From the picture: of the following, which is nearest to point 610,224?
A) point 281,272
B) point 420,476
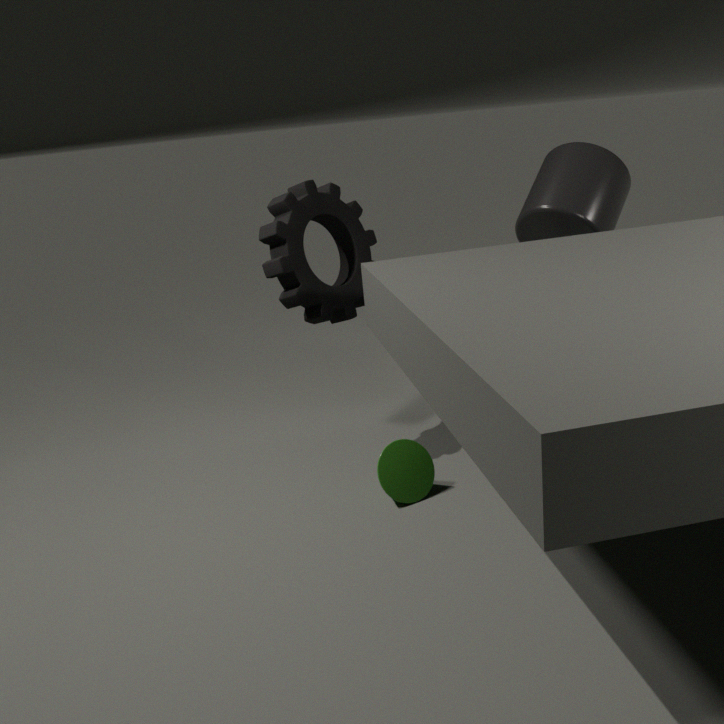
point 281,272
